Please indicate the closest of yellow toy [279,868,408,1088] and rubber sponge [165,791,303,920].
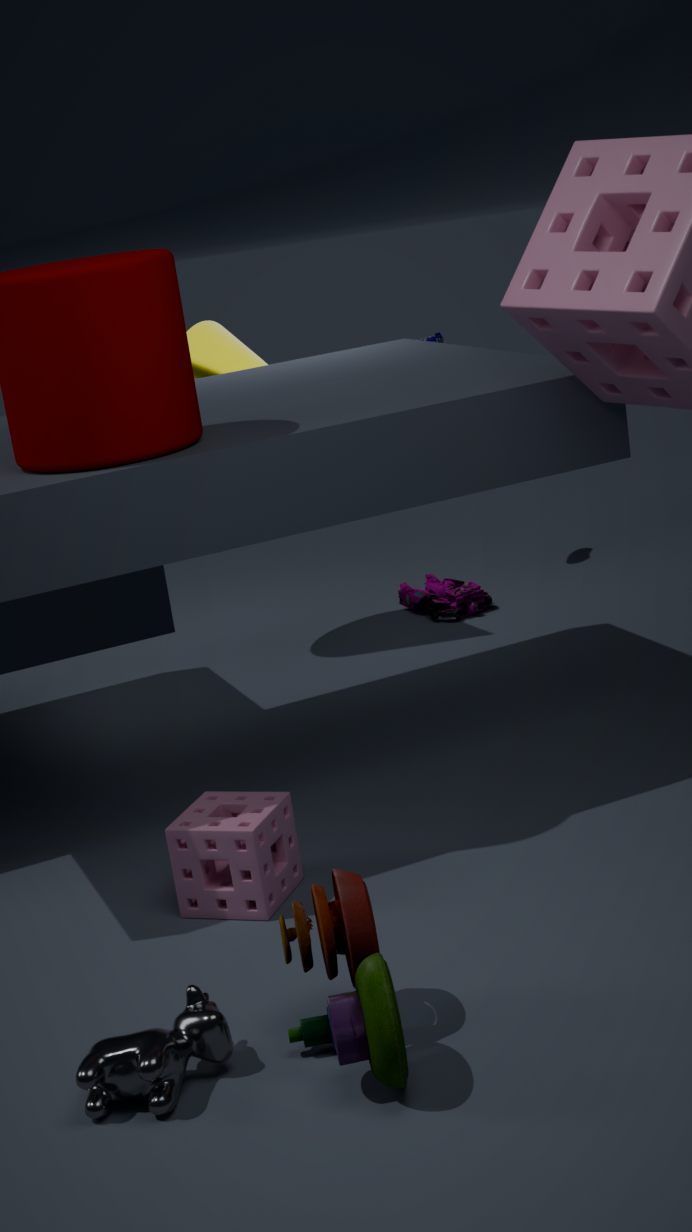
yellow toy [279,868,408,1088]
